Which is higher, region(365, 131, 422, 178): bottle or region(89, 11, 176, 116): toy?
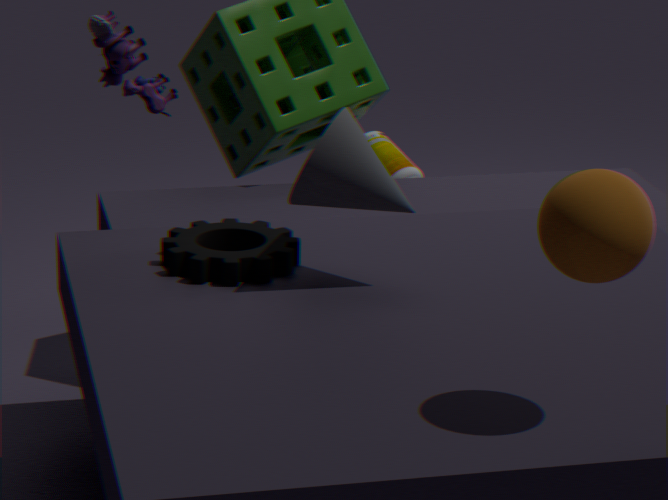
region(89, 11, 176, 116): toy
